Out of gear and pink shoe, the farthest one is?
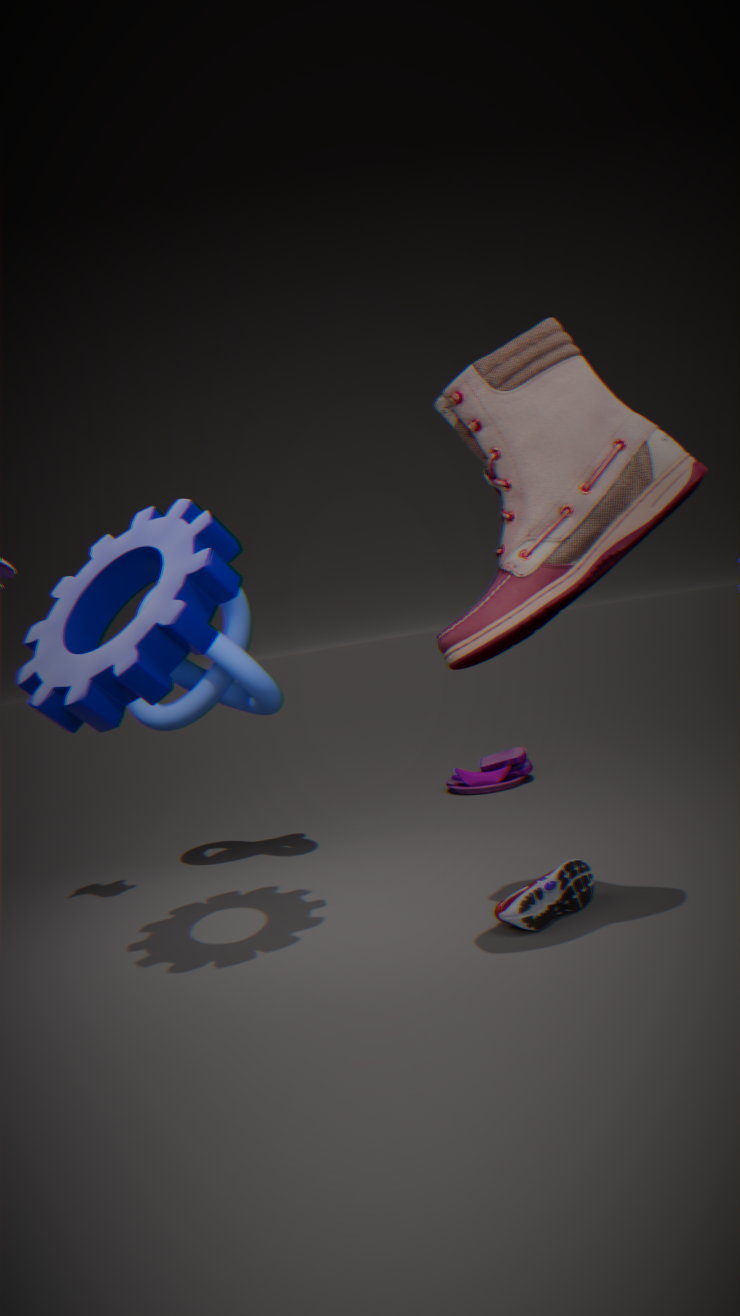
pink shoe
